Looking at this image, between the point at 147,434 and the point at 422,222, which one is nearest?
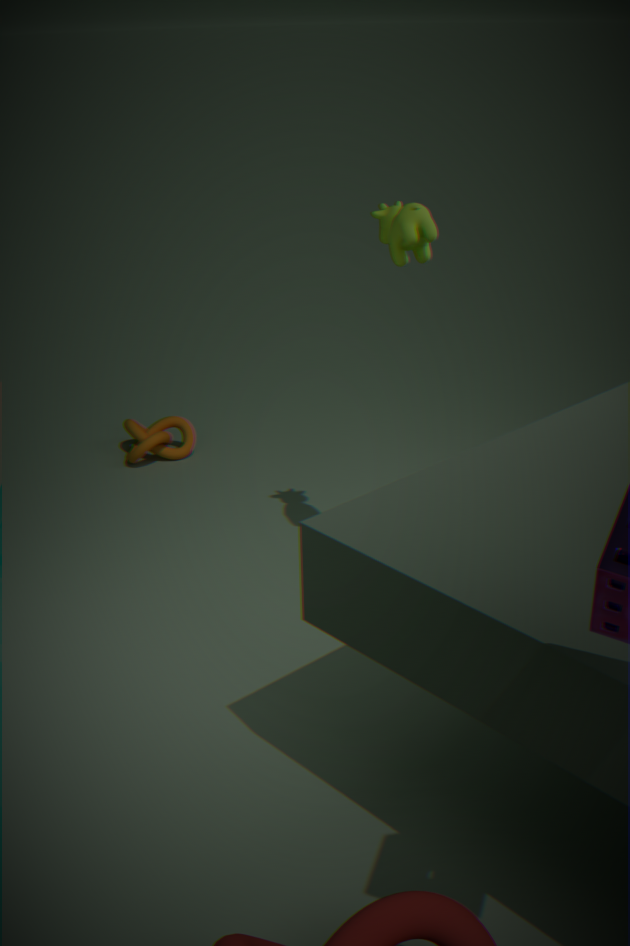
the point at 422,222
